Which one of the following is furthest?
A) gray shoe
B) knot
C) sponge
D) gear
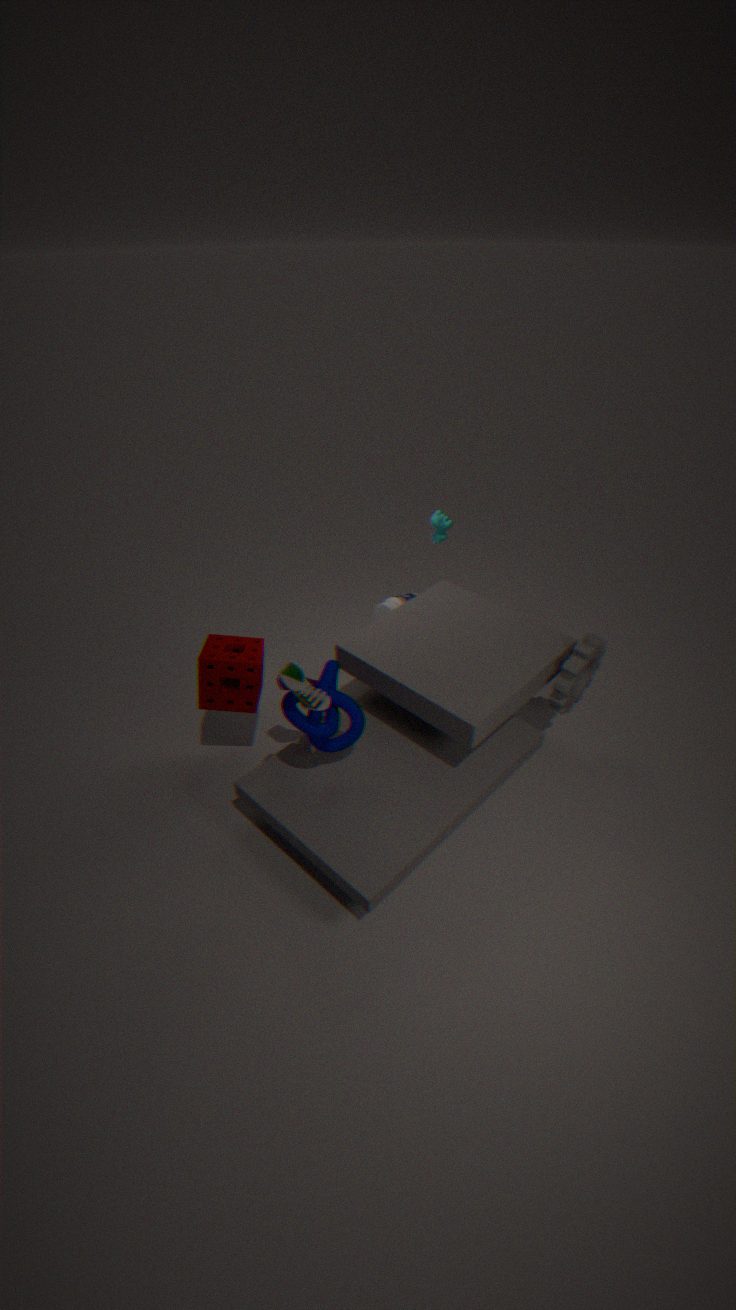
sponge
